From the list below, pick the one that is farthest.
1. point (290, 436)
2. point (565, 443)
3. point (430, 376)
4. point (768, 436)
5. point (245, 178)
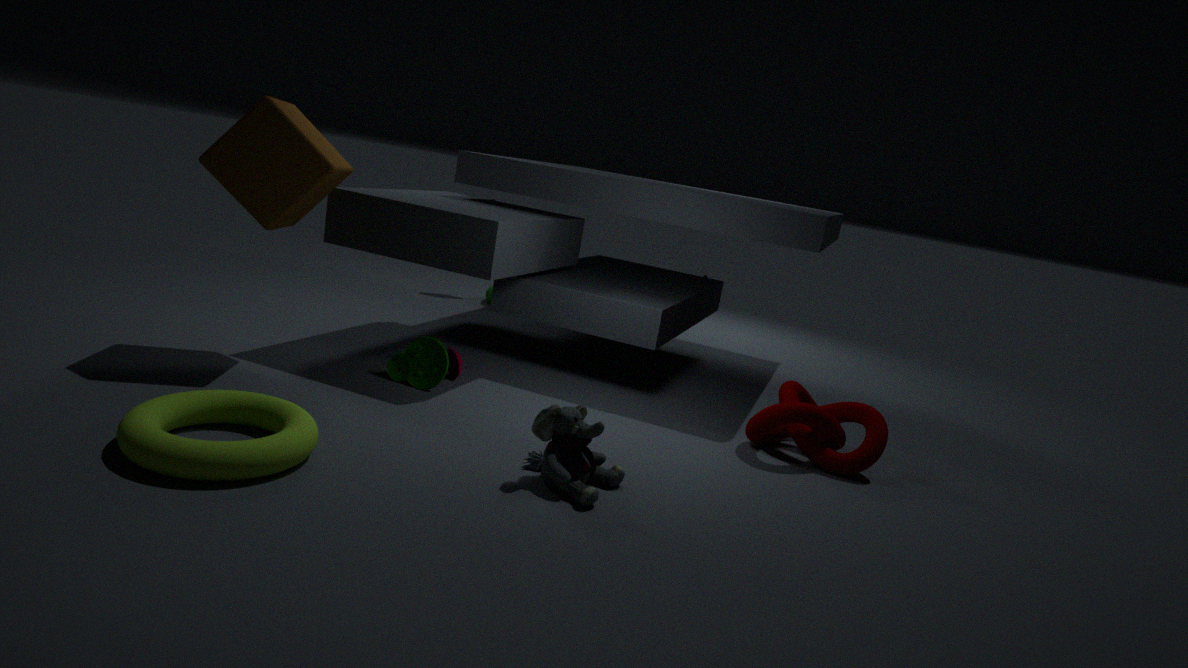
point (768, 436)
